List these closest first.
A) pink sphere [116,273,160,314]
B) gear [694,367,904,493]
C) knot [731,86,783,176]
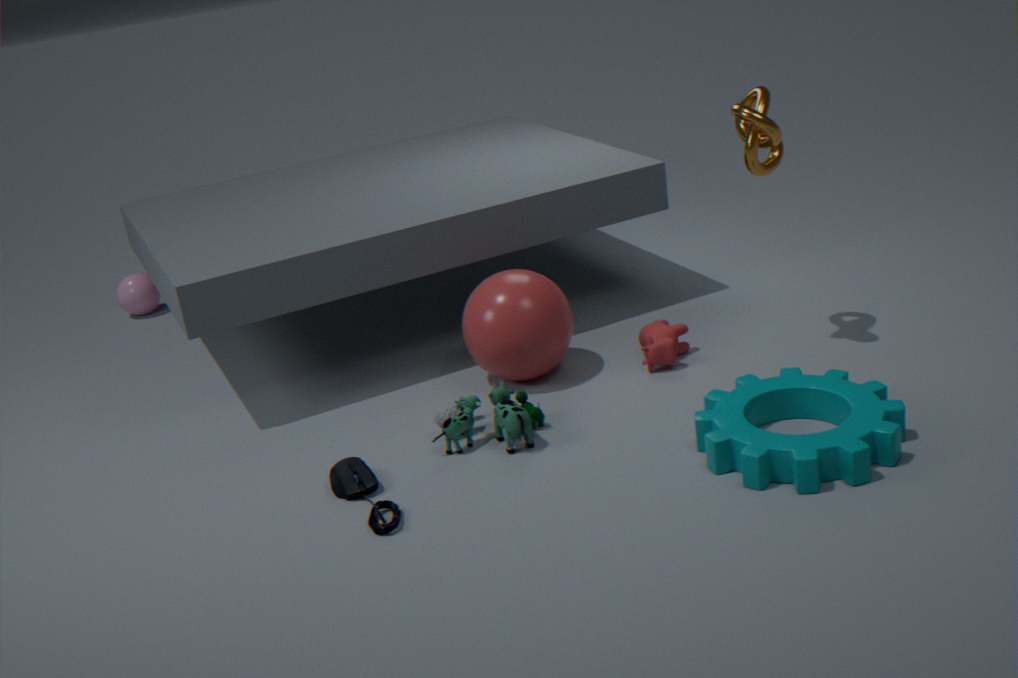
1. B. gear [694,367,904,493]
2. C. knot [731,86,783,176]
3. A. pink sphere [116,273,160,314]
